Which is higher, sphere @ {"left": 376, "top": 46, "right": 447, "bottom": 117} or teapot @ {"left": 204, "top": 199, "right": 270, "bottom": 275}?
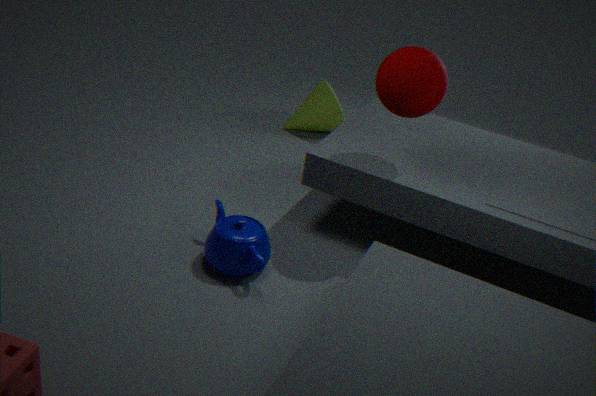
sphere @ {"left": 376, "top": 46, "right": 447, "bottom": 117}
